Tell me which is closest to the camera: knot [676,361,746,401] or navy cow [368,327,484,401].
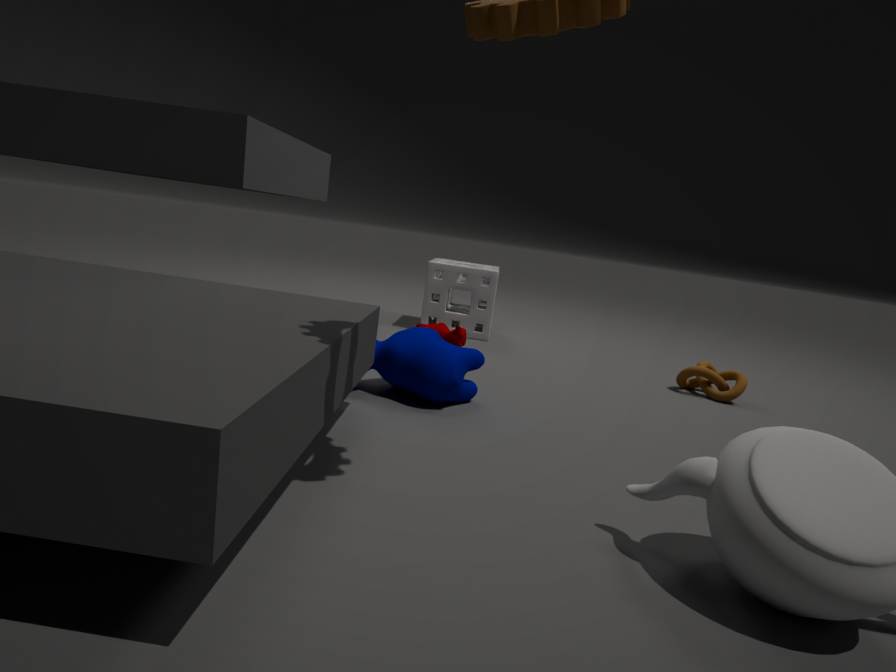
navy cow [368,327,484,401]
